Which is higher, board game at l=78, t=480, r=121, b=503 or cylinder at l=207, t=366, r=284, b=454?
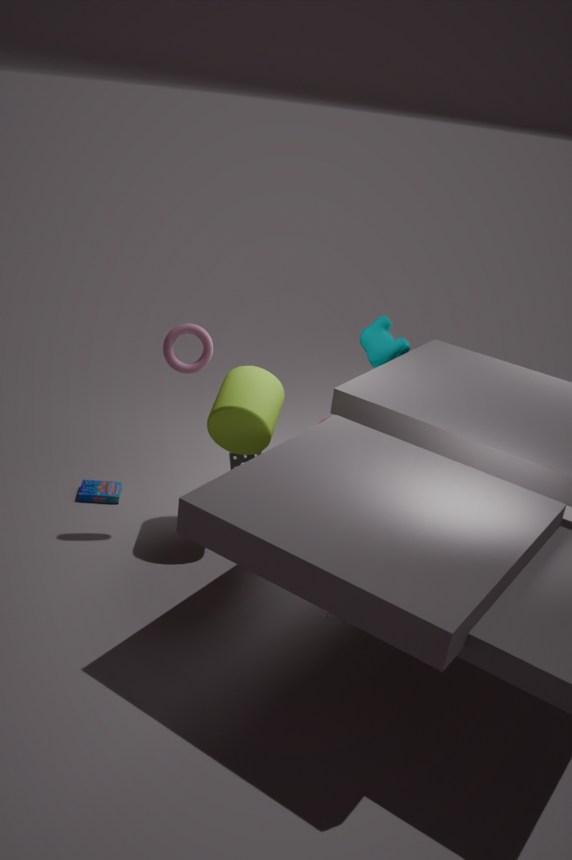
cylinder at l=207, t=366, r=284, b=454
